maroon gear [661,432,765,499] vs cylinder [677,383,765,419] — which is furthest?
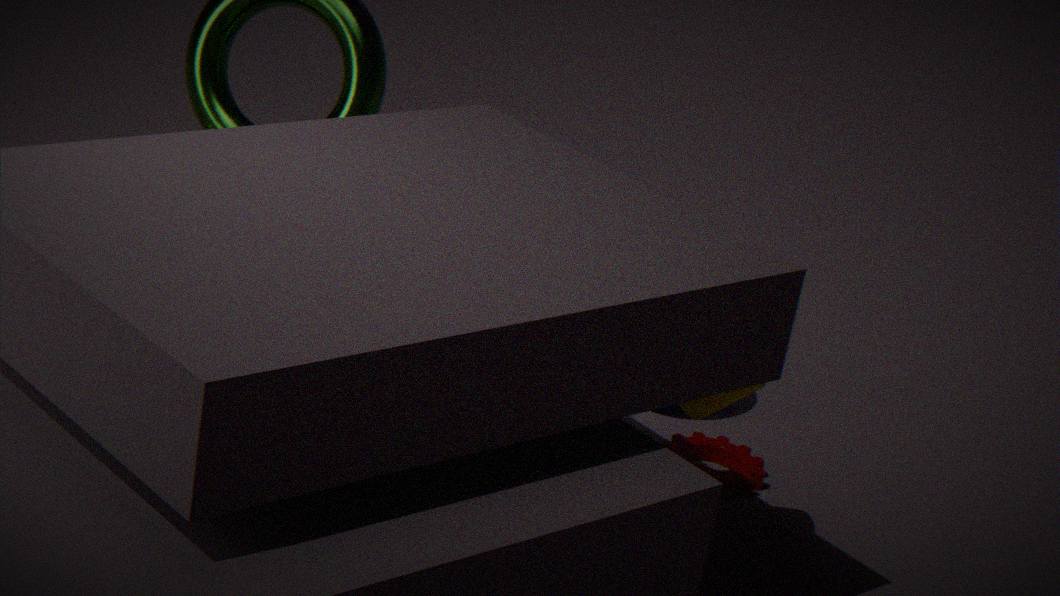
maroon gear [661,432,765,499]
